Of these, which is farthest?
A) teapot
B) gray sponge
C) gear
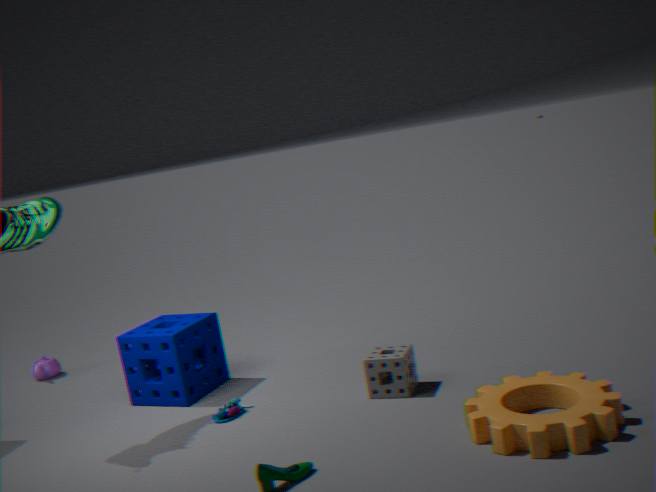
teapot
